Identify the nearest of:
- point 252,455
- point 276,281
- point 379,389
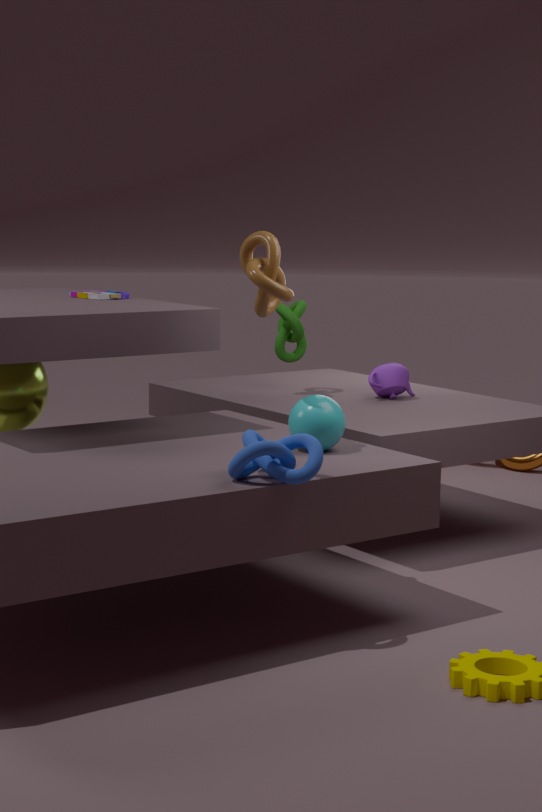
point 252,455
